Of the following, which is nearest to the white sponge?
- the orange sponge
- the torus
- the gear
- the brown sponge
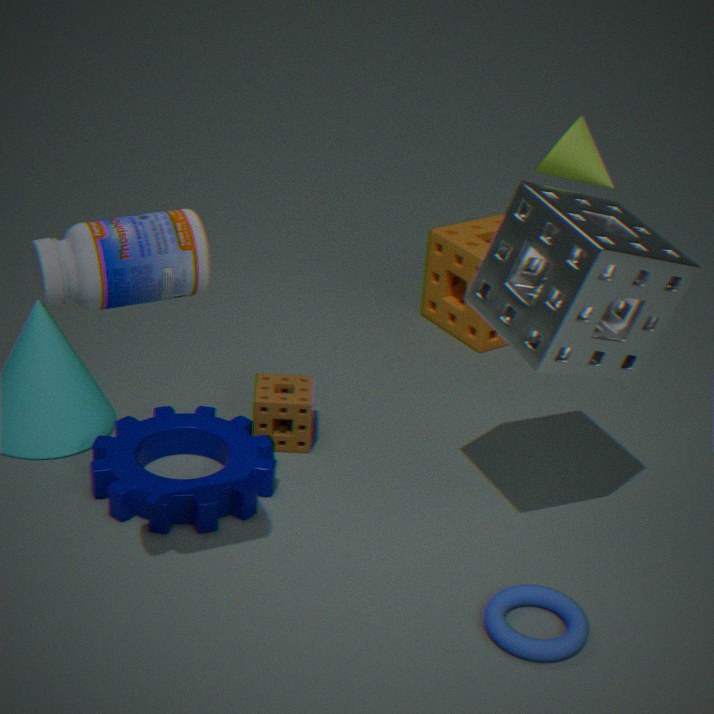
the torus
